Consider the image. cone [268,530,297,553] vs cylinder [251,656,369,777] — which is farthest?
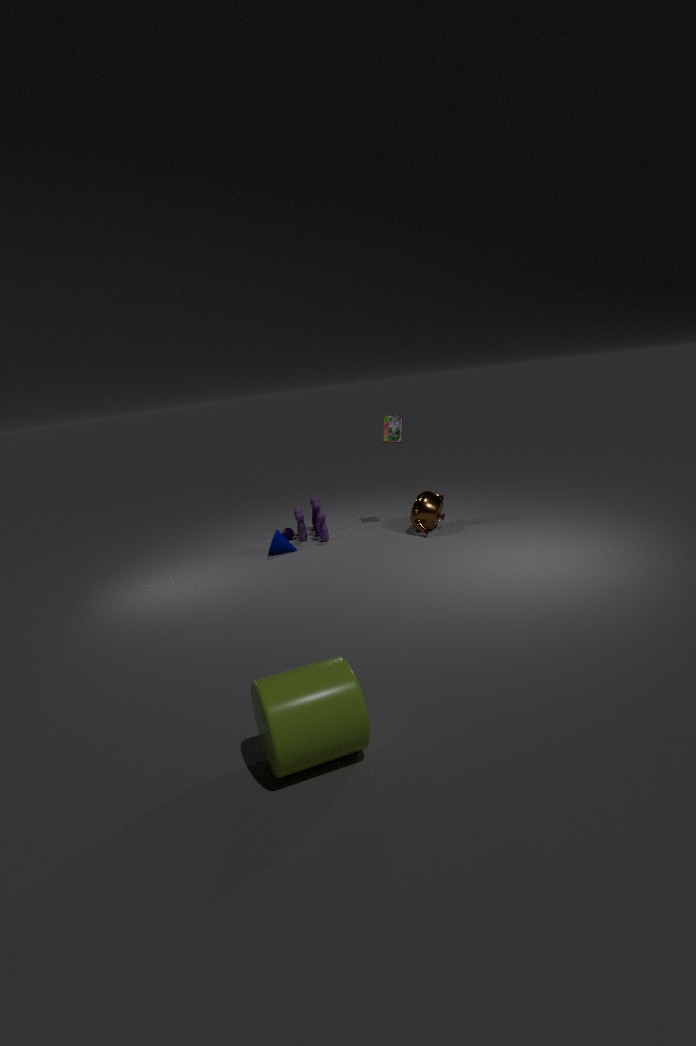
cone [268,530,297,553]
